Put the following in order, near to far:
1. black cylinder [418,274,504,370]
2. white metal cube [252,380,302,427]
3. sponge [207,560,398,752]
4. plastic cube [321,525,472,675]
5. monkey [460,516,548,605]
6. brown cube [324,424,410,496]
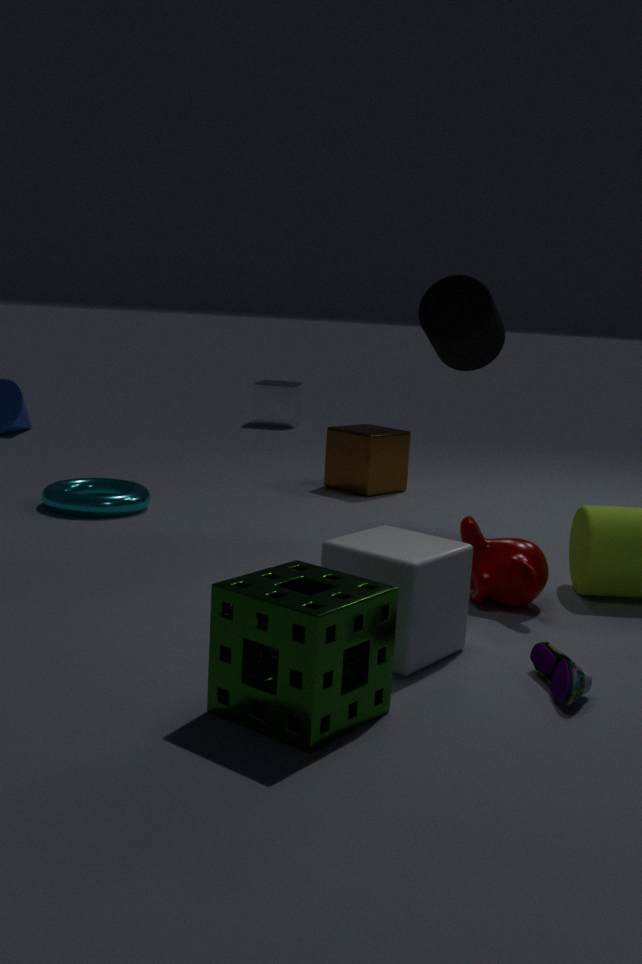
sponge [207,560,398,752], plastic cube [321,525,472,675], monkey [460,516,548,605], black cylinder [418,274,504,370], brown cube [324,424,410,496], white metal cube [252,380,302,427]
